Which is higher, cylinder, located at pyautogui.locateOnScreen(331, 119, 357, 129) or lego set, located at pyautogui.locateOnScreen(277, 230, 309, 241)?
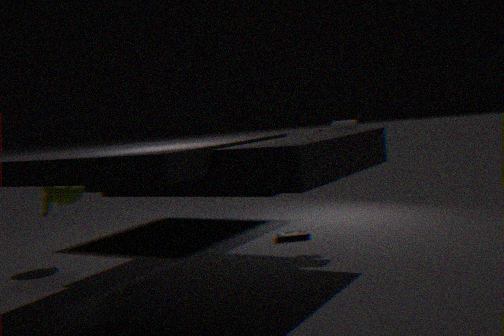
cylinder, located at pyautogui.locateOnScreen(331, 119, 357, 129)
